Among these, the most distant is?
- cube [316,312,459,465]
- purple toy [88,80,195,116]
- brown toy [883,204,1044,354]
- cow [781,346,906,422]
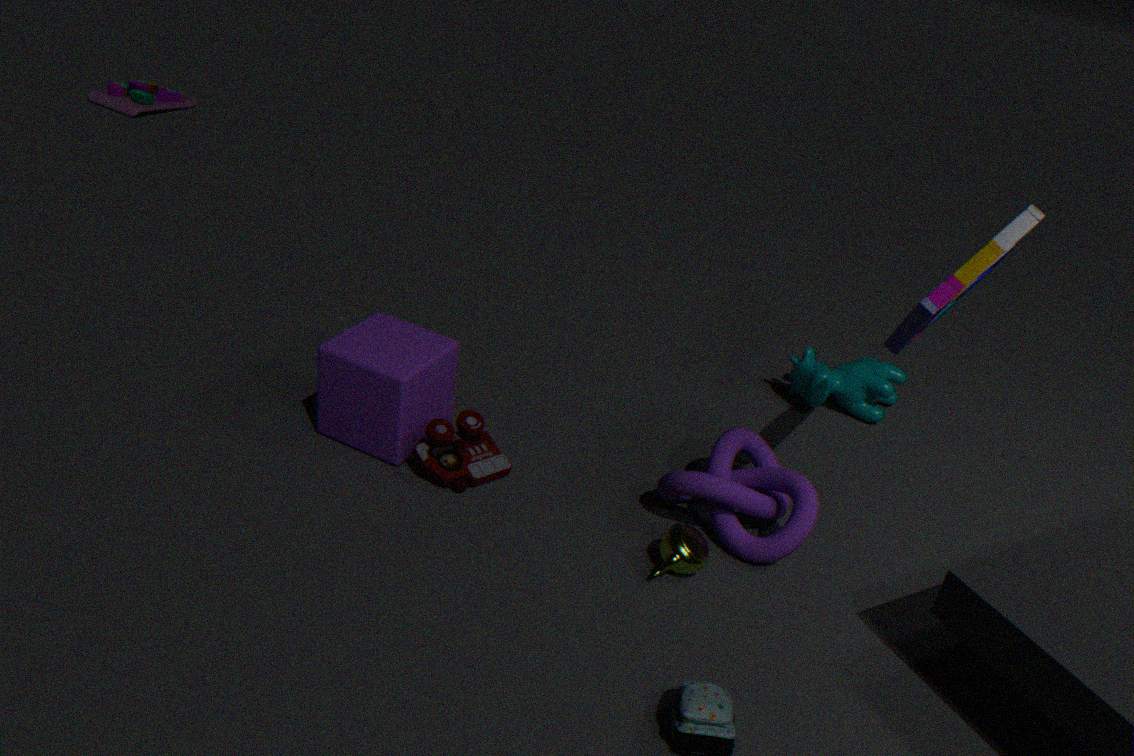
purple toy [88,80,195,116]
